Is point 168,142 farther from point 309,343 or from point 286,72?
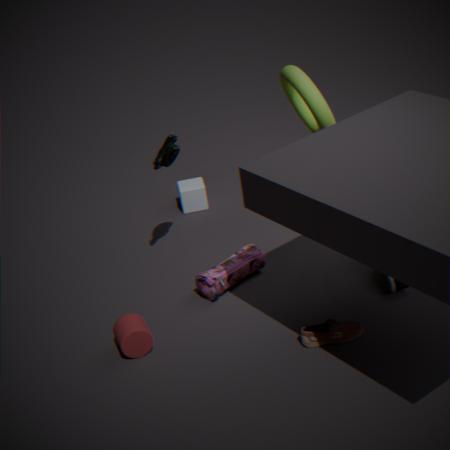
point 309,343
